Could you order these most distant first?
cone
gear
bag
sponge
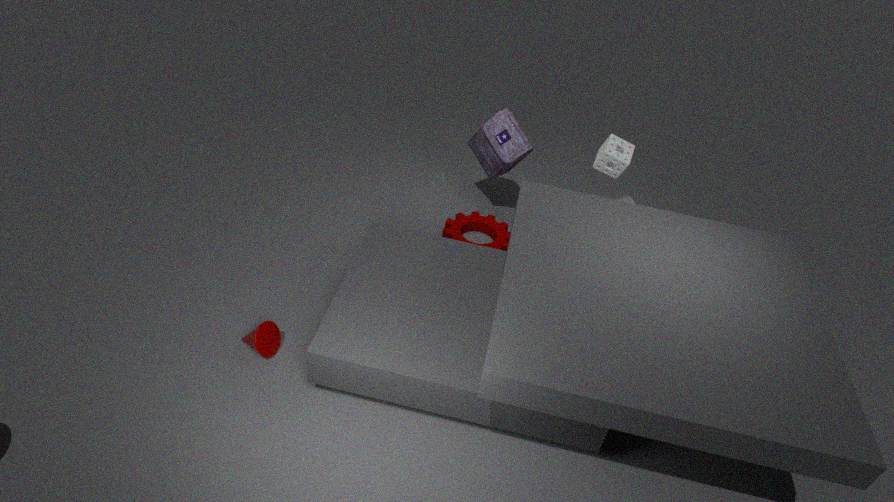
1. gear
2. bag
3. sponge
4. cone
